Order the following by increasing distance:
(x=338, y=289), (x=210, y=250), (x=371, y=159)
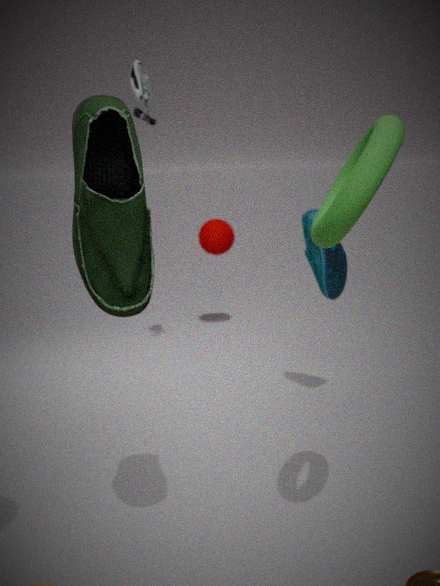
(x=371, y=159), (x=338, y=289), (x=210, y=250)
